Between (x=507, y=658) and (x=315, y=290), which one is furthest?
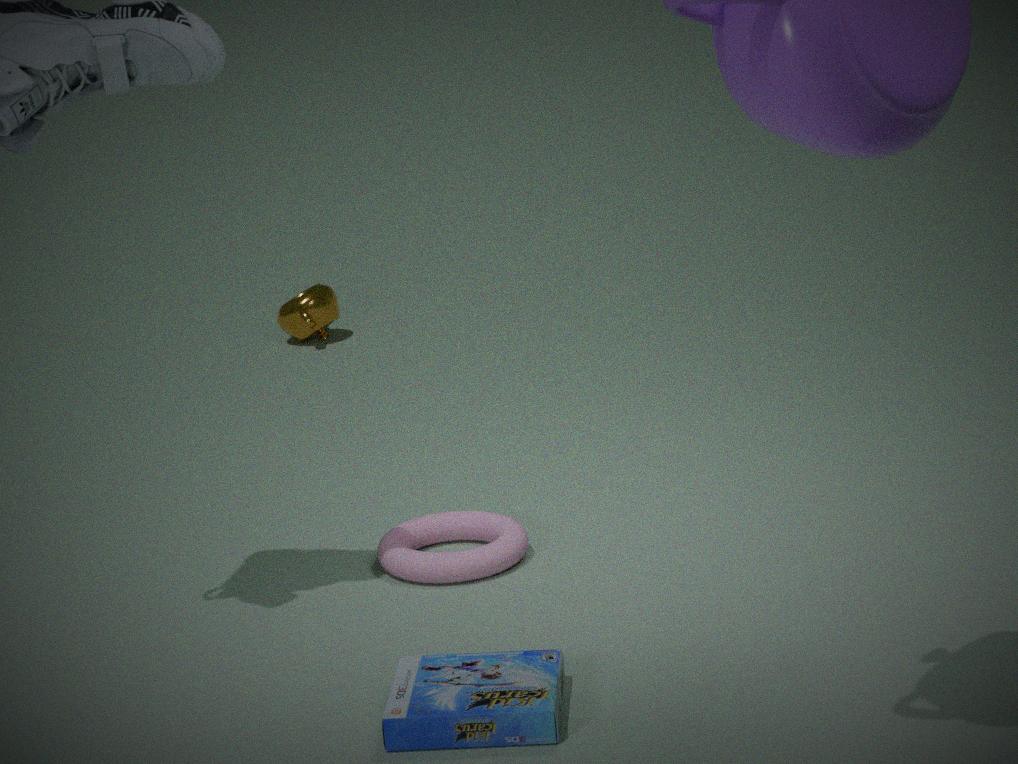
(x=315, y=290)
